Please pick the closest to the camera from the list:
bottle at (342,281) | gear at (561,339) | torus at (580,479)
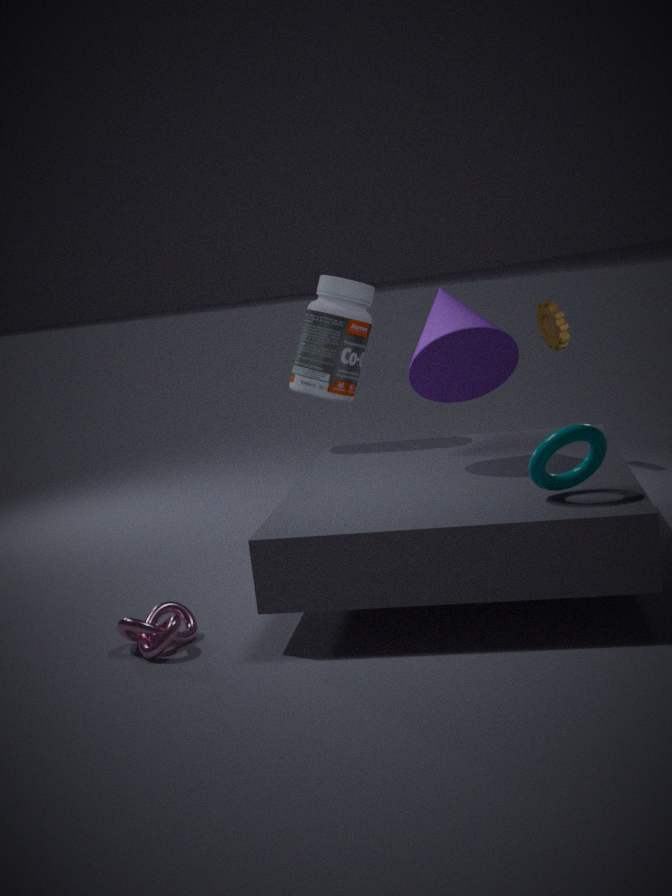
torus at (580,479)
